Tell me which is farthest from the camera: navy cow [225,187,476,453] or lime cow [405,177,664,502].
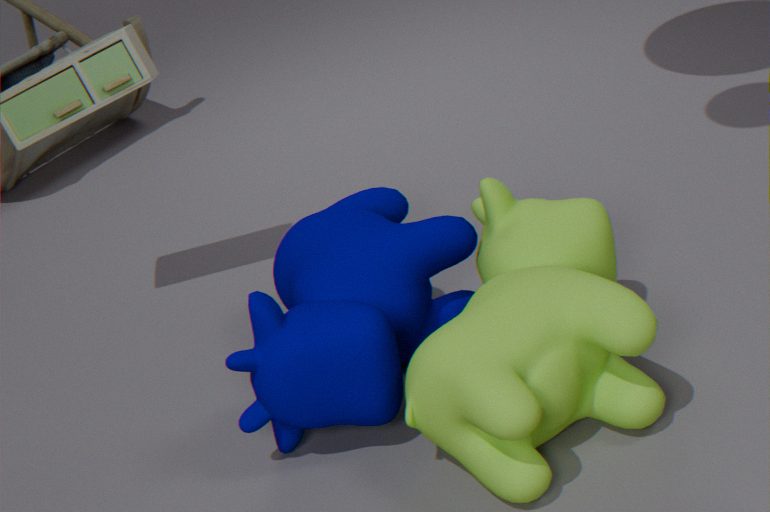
navy cow [225,187,476,453]
